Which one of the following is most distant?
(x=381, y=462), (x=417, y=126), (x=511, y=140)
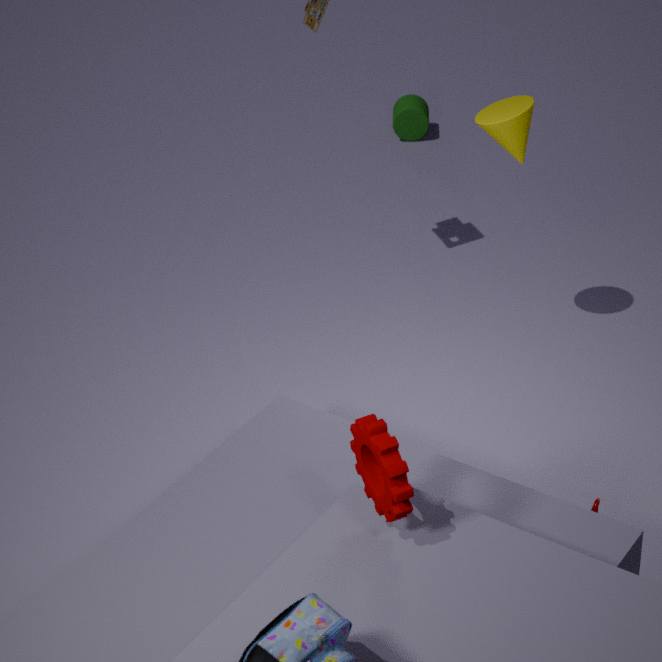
(x=417, y=126)
